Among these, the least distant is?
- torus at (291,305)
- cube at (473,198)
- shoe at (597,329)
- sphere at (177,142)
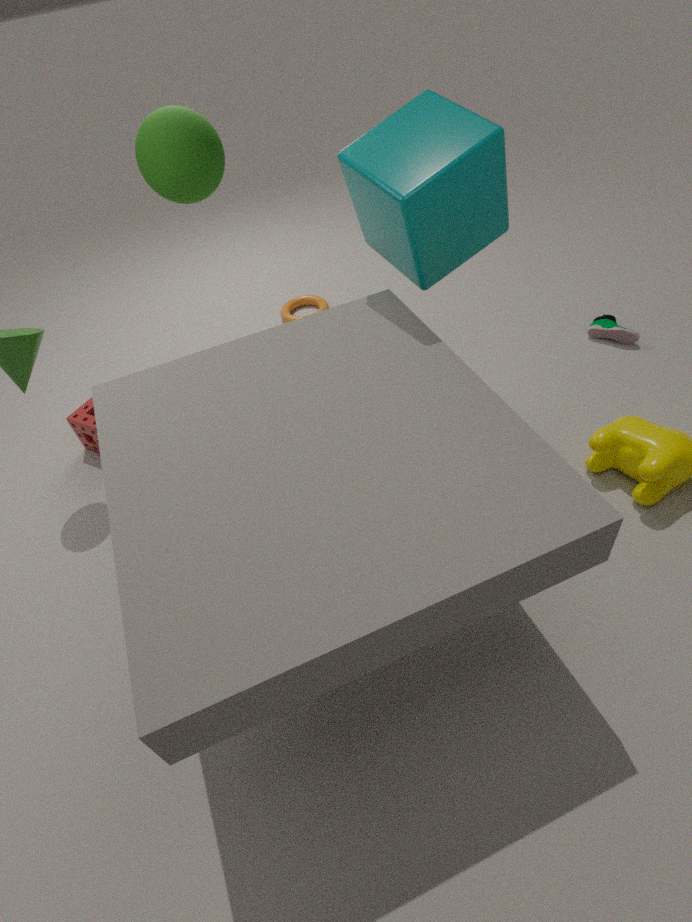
cube at (473,198)
